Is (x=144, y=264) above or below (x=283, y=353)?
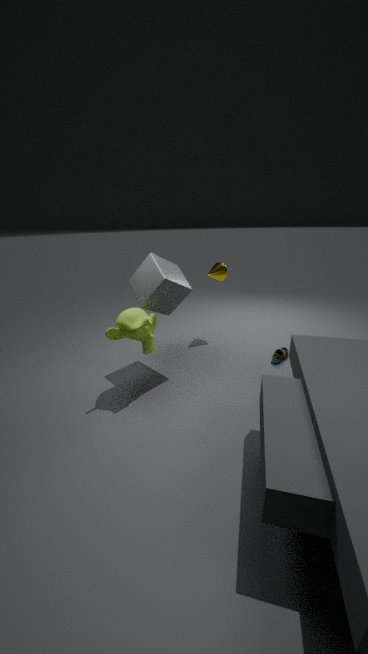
above
